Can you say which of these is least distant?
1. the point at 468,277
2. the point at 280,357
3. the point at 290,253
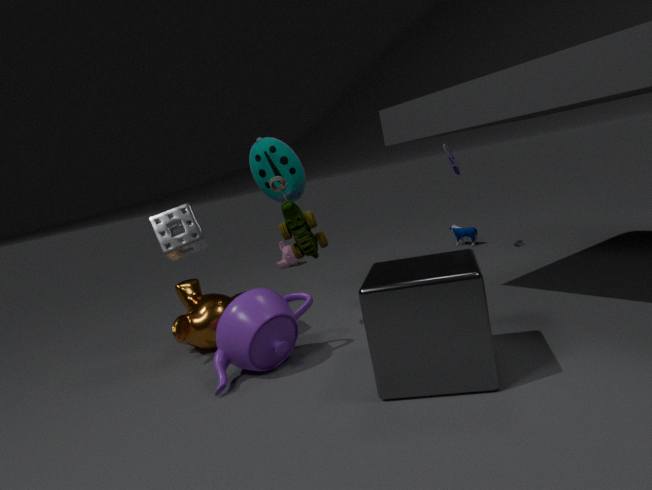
the point at 468,277
